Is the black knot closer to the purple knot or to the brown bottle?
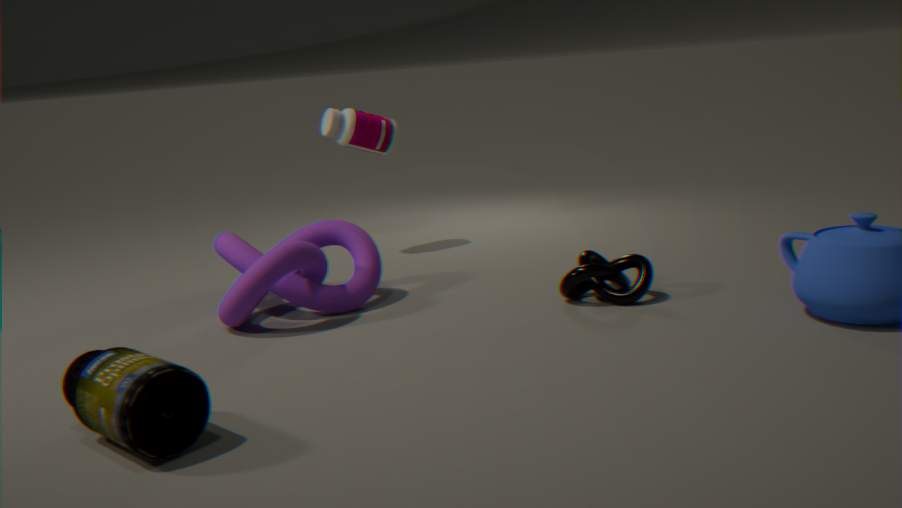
the purple knot
